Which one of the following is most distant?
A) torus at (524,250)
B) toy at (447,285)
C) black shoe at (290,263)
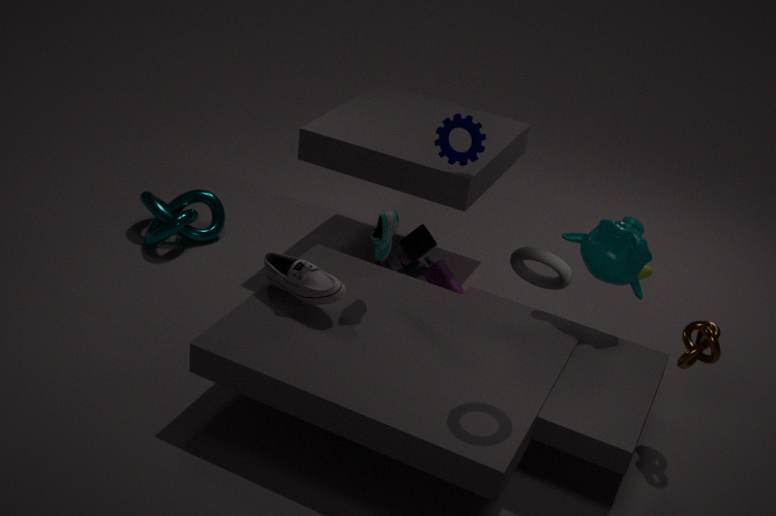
toy at (447,285)
